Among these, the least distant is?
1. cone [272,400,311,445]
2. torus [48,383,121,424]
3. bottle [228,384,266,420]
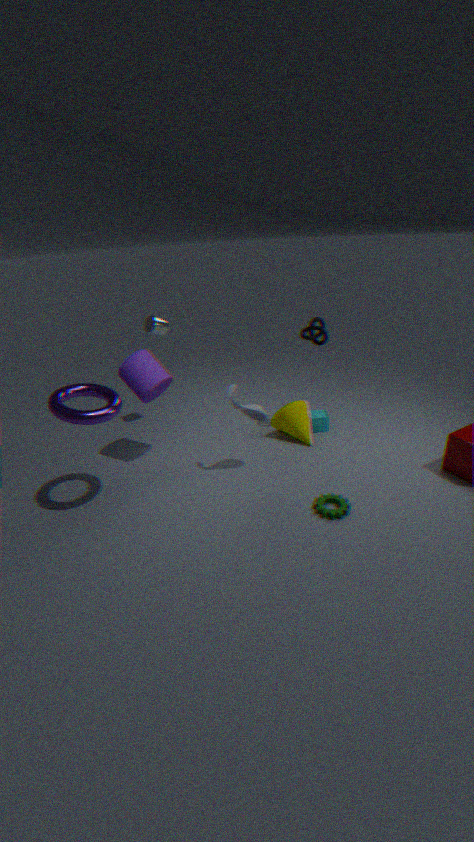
torus [48,383,121,424]
